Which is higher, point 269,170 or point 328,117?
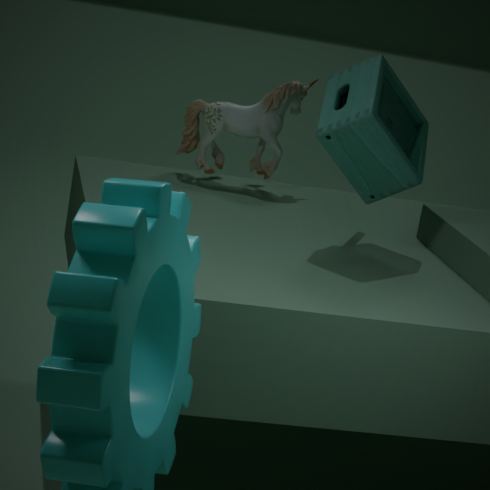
point 328,117
